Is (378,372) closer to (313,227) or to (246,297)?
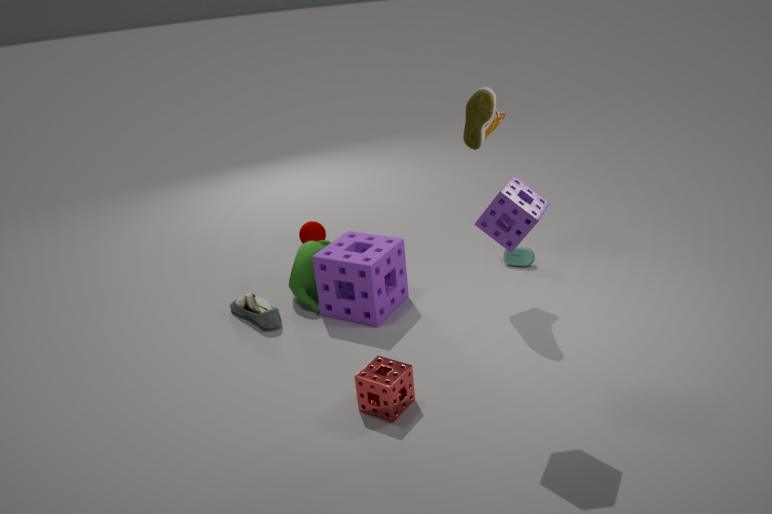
(246,297)
